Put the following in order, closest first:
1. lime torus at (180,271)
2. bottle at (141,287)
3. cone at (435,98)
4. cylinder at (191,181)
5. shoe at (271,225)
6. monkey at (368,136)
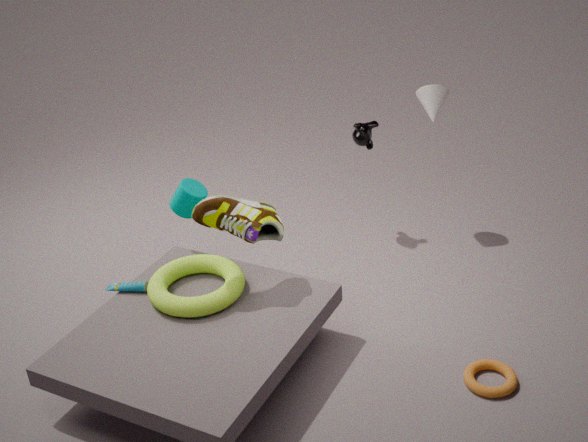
shoe at (271,225) < lime torus at (180,271) < bottle at (141,287) < cylinder at (191,181) < cone at (435,98) < monkey at (368,136)
